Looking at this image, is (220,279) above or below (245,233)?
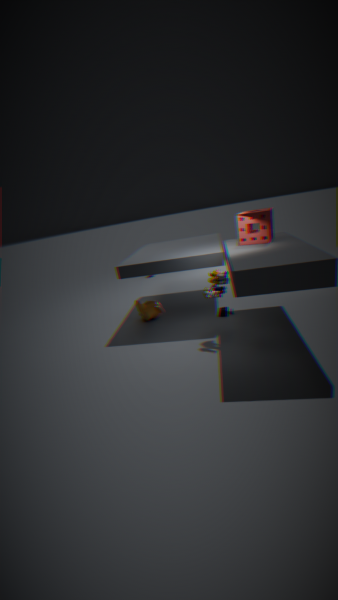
below
